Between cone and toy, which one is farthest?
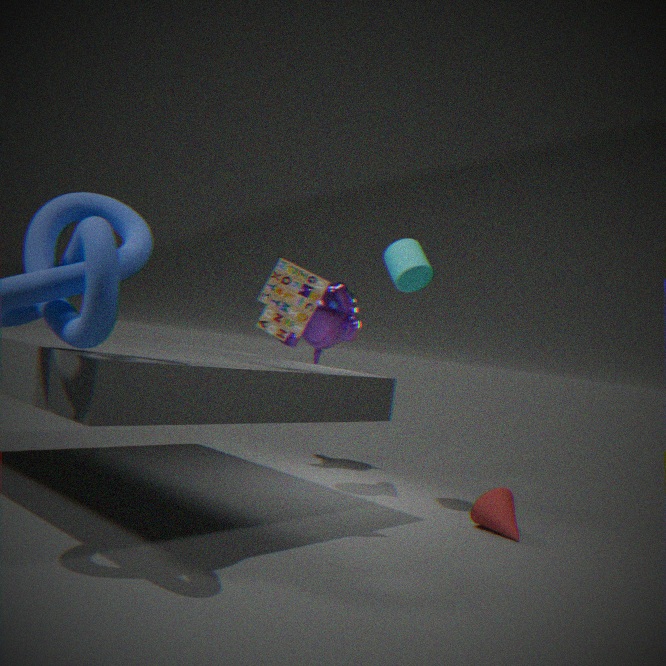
cone
